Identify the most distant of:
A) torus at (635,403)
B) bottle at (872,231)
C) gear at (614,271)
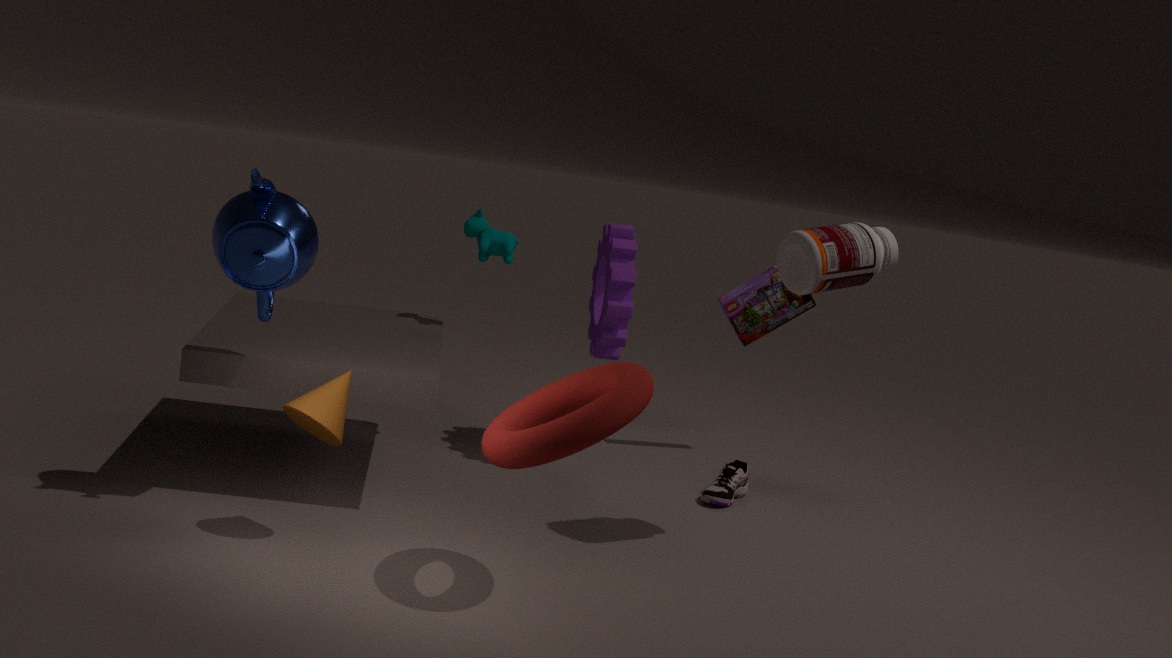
gear at (614,271)
